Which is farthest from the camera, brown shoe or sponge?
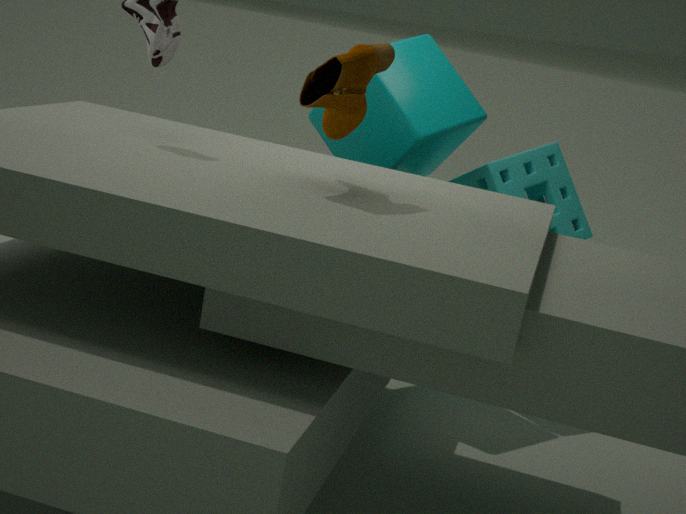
sponge
